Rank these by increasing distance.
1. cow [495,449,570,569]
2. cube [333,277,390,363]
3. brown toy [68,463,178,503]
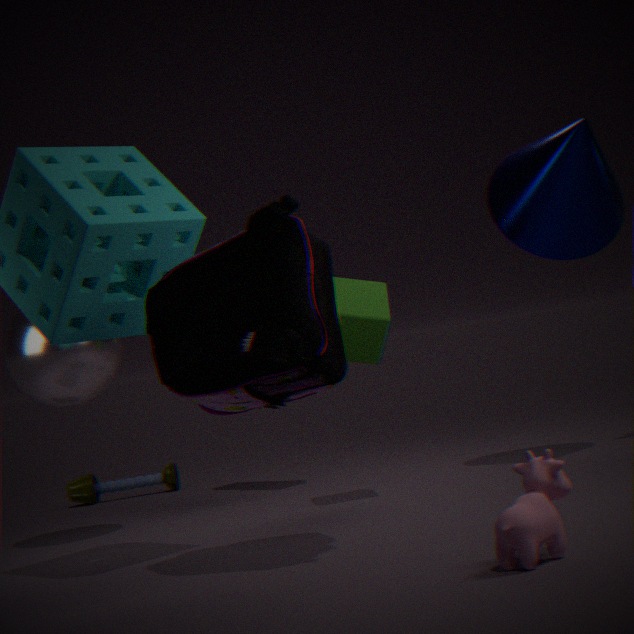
cow [495,449,570,569], cube [333,277,390,363], brown toy [68,463,178,503]
